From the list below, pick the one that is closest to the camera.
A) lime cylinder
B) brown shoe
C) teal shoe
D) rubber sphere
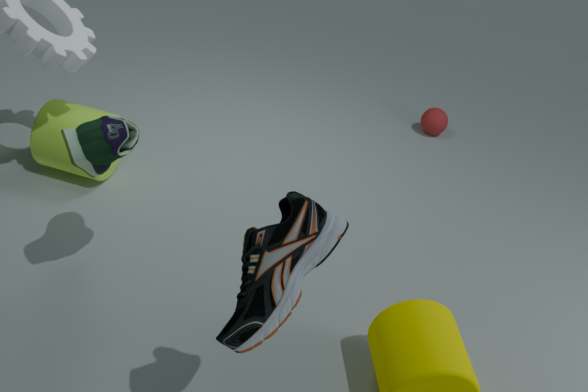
brown shoe
